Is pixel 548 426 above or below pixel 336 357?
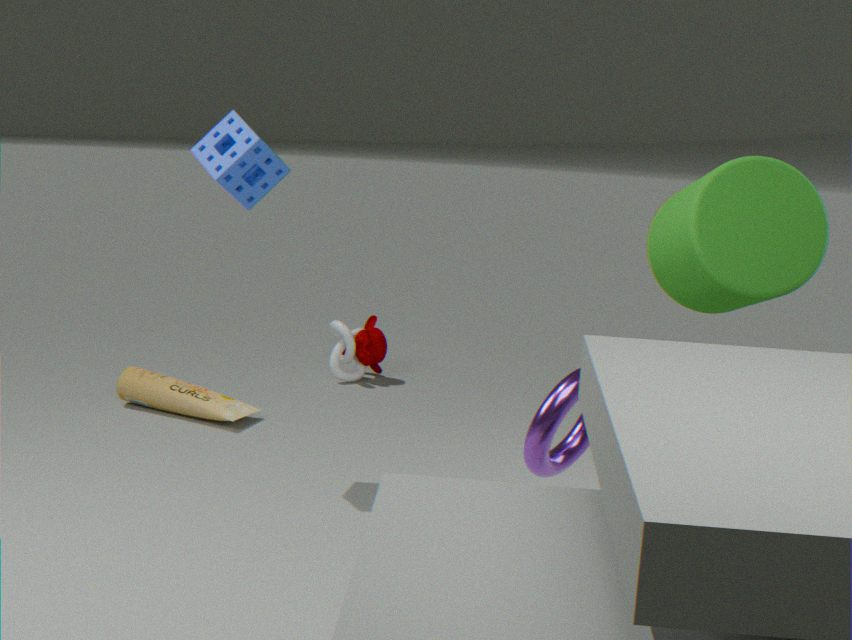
above
